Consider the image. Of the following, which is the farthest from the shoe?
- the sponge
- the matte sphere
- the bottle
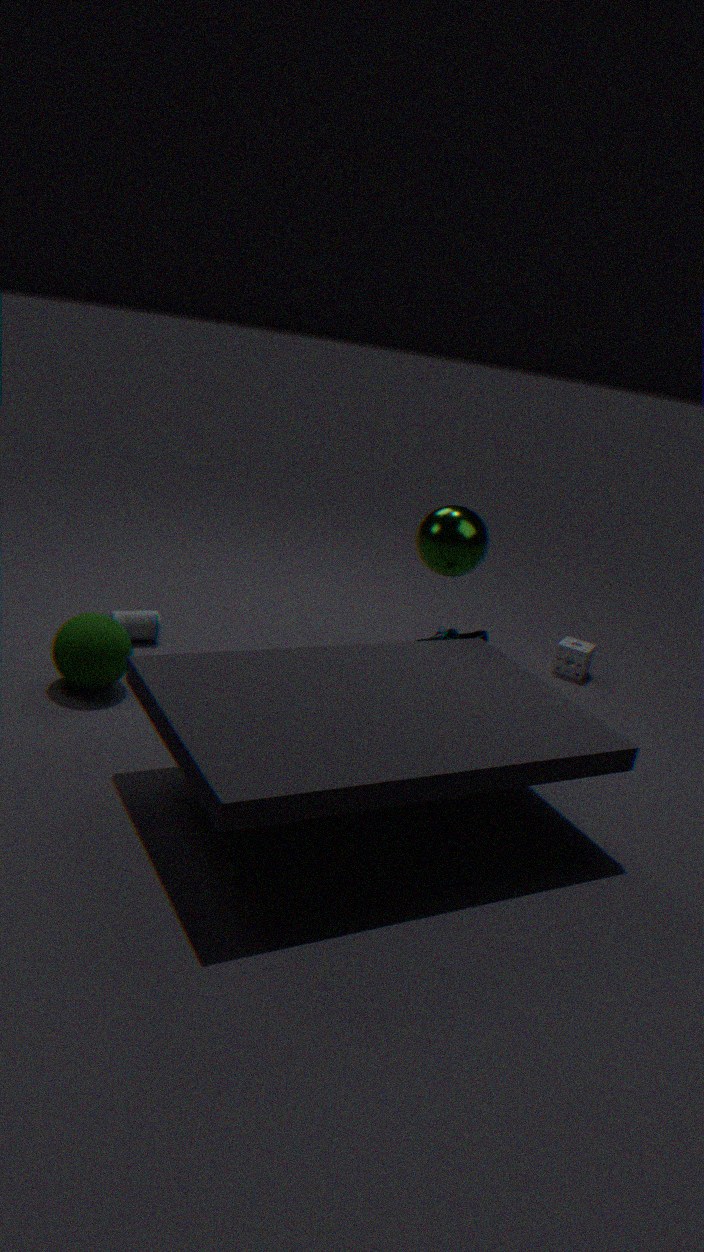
the matte sphere
